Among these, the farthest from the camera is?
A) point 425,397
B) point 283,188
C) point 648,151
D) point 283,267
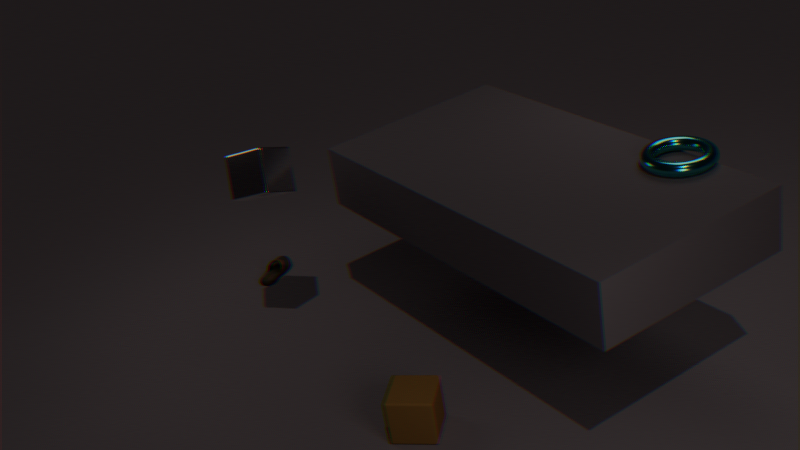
point 283,267
